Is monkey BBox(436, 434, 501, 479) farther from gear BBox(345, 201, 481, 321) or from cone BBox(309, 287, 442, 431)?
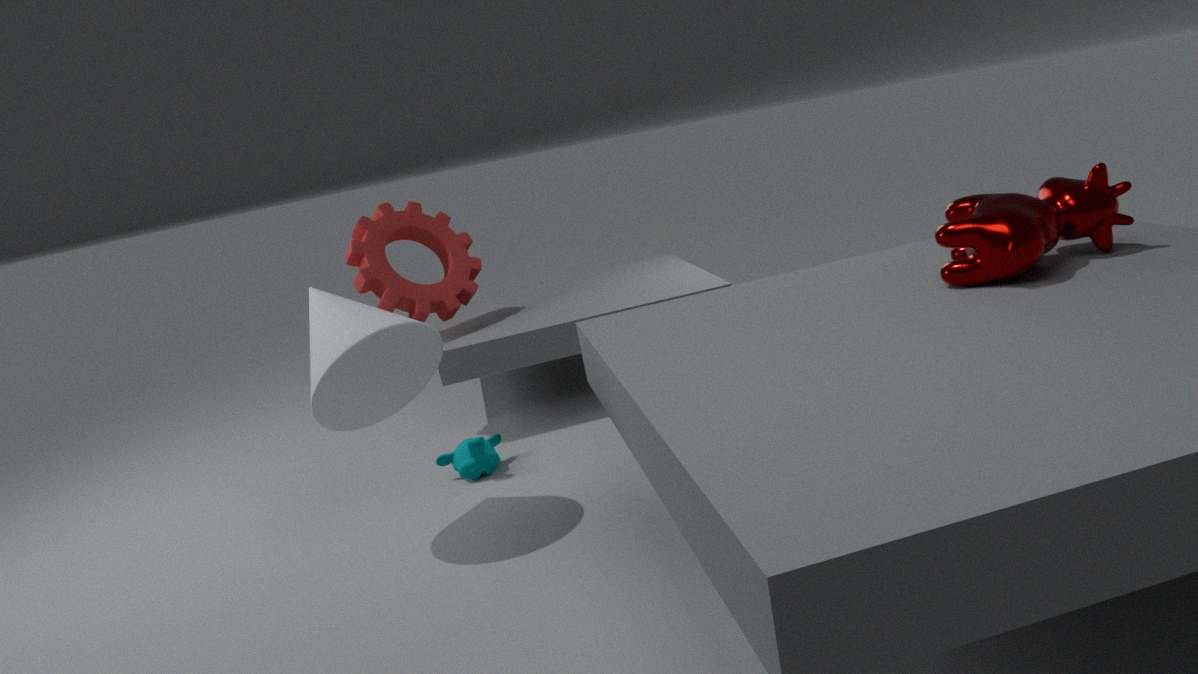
gear BBox(345, 201, 481, 321)
